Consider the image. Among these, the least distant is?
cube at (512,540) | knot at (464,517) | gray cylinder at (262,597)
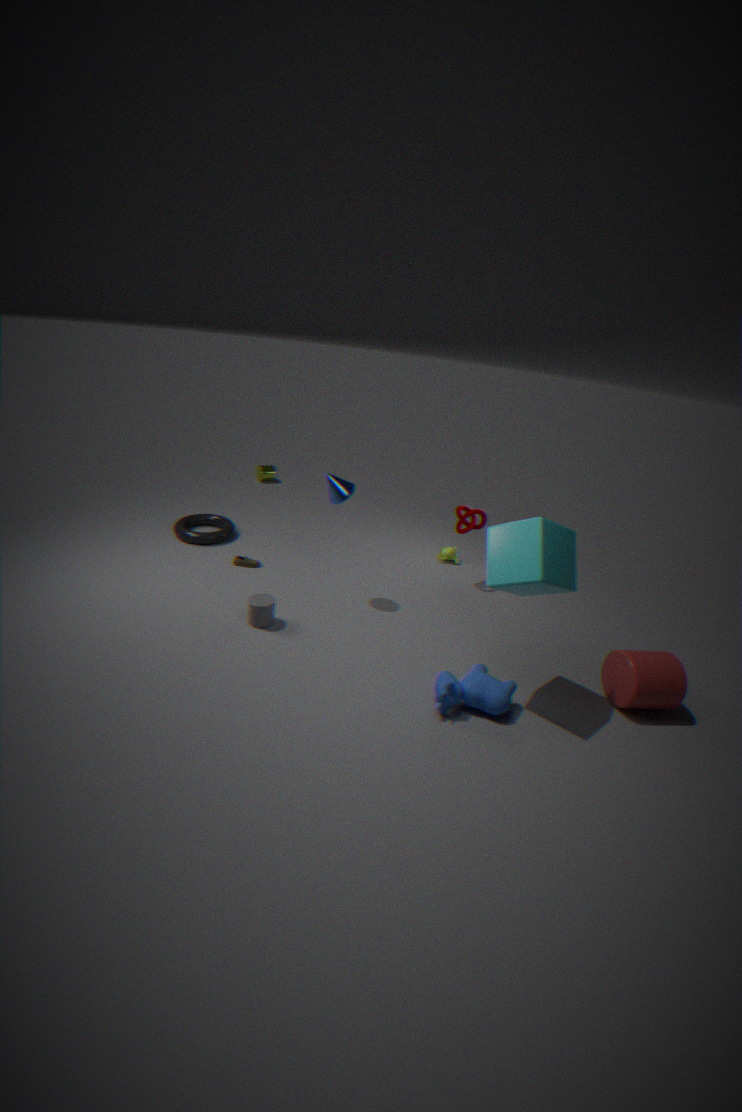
cube at (512,540)
